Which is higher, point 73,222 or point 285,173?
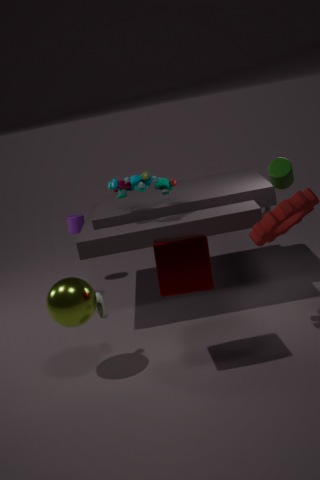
point 285,173
